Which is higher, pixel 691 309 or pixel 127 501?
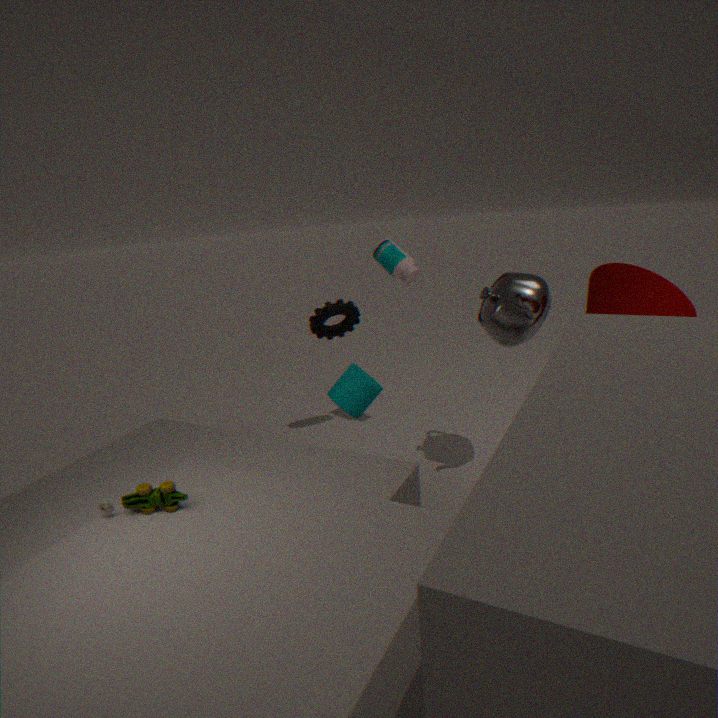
pixel 691 309
